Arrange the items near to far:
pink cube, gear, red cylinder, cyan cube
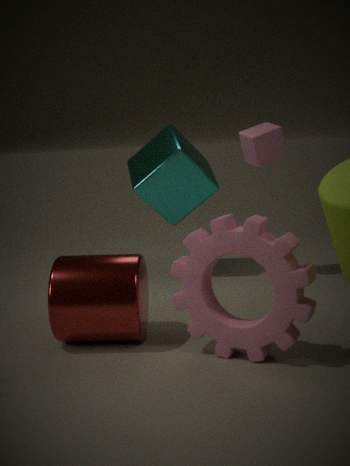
gear → red cylinder → pink cube → cyan cube
